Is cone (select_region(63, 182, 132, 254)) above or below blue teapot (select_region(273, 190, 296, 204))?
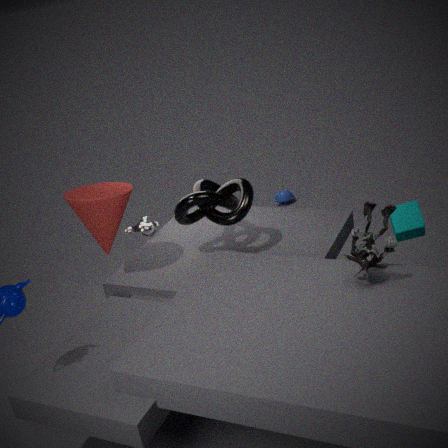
above
